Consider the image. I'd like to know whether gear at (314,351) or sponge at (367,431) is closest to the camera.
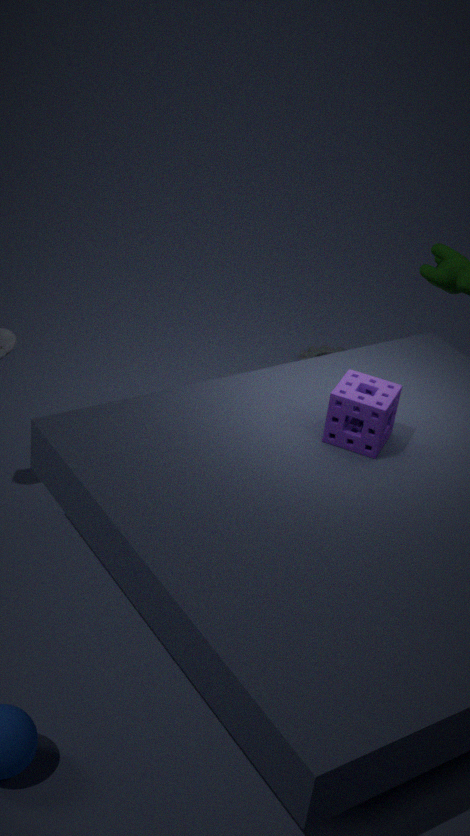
sponge at (367,431)
